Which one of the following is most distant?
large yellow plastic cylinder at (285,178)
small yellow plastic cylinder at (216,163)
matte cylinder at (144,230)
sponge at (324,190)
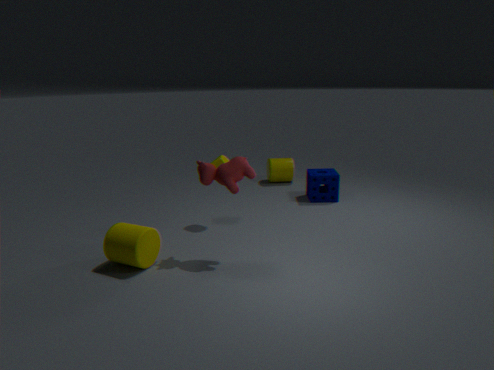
large yellow plastic cylinder at (285,178)
